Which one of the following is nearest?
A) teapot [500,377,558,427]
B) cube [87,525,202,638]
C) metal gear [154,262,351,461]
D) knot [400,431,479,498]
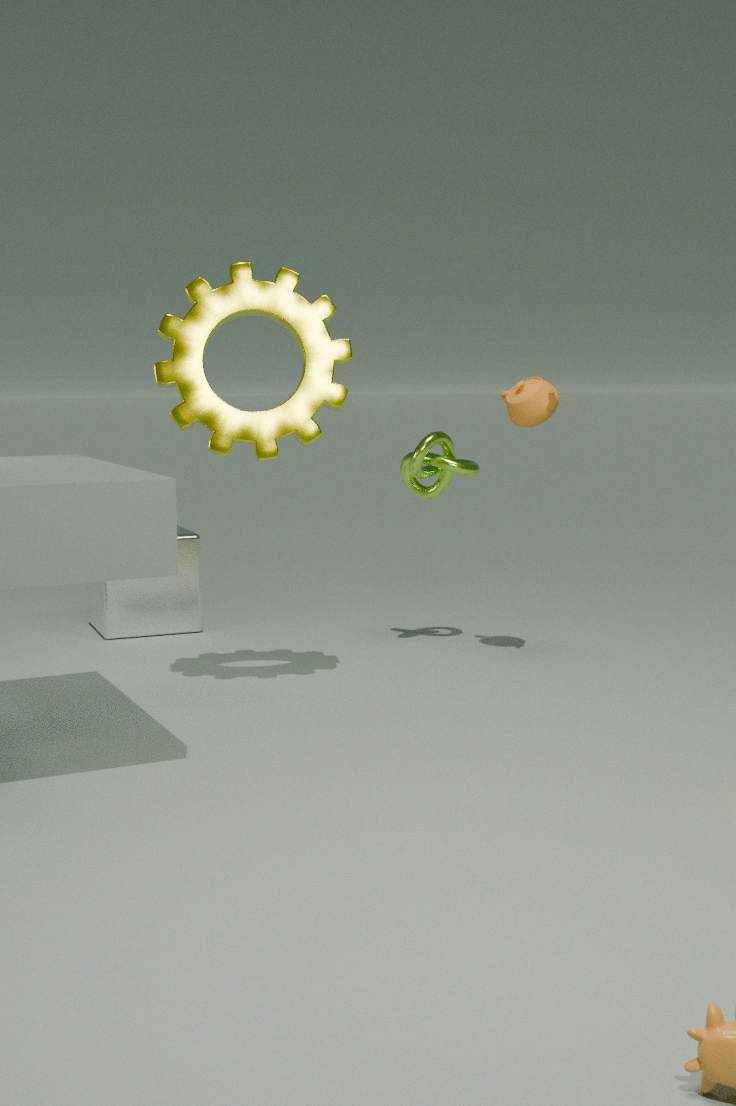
metal gear [154,262,351,461]
